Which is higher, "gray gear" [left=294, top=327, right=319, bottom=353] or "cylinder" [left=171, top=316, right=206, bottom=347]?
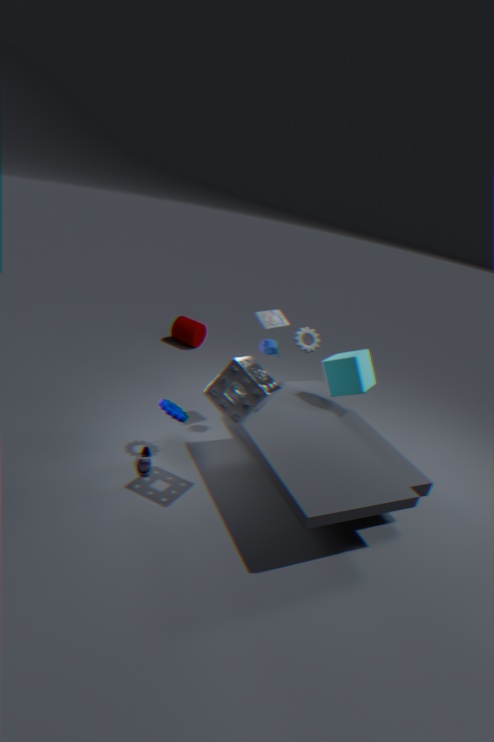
"gray gear" [left=294, top=327, right=319, bottom=353]
